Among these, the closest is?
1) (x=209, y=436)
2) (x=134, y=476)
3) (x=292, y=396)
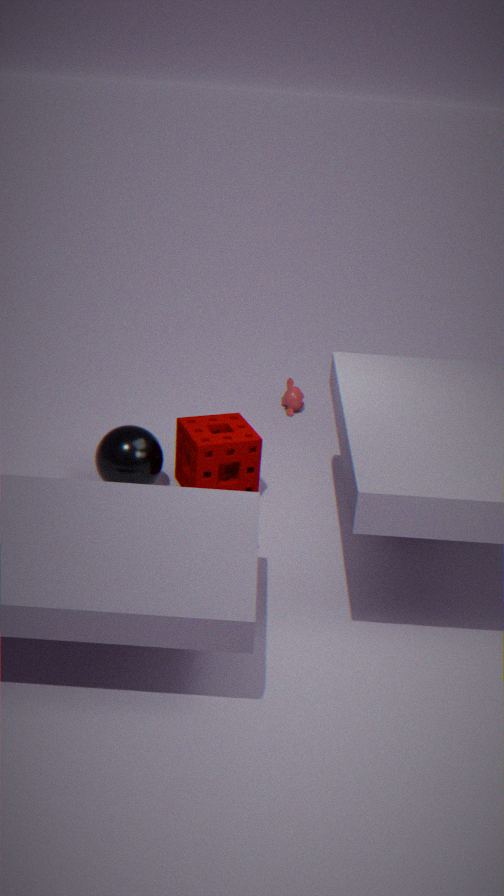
2. (x=134, y=476)
